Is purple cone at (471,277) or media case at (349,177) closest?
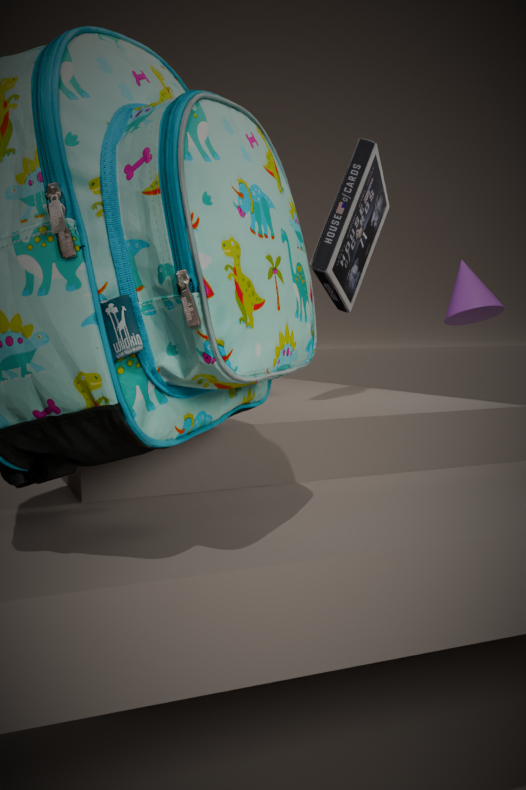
media case at (349,177)
